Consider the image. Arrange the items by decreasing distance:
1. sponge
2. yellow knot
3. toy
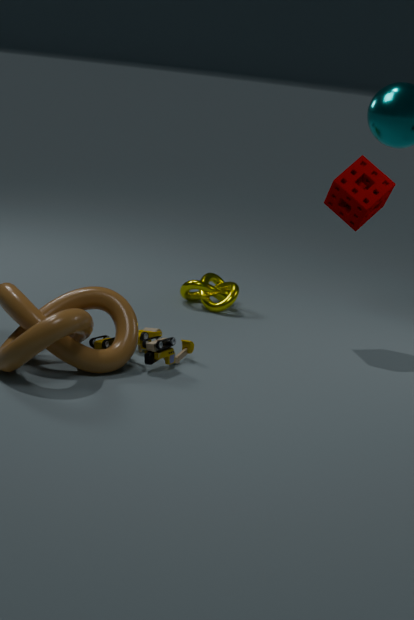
1. yellow knot
2. sponge
3. toy
